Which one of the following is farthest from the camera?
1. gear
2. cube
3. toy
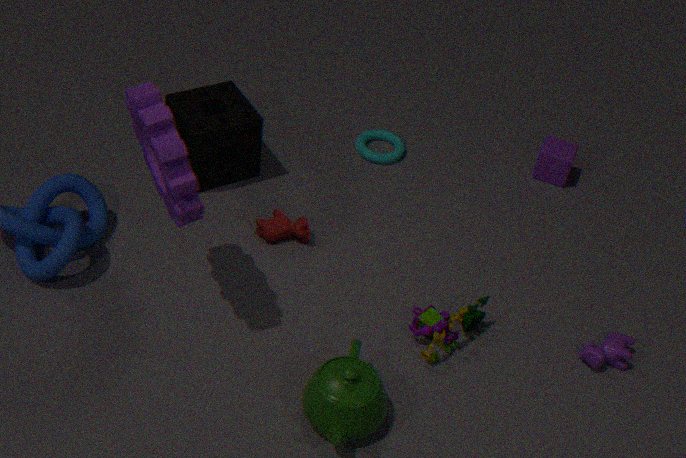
cube
